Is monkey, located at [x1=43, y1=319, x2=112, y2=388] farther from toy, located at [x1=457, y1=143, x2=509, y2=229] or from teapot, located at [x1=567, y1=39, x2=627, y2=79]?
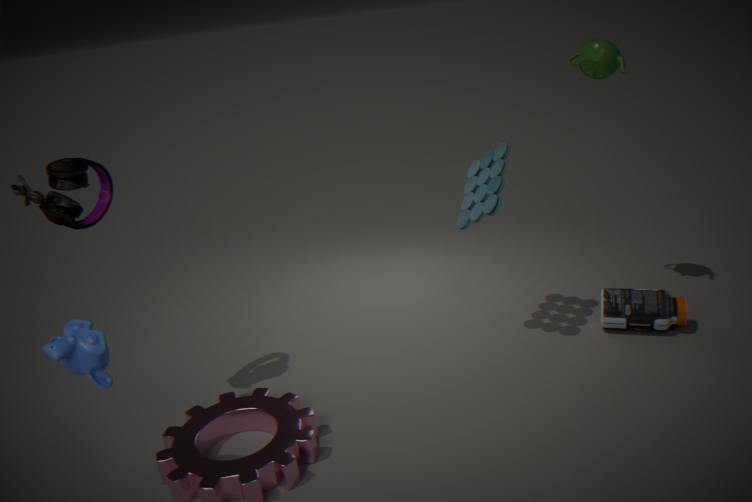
teapot, located at [x1=567, y1=39, x2=627, y2=79]
